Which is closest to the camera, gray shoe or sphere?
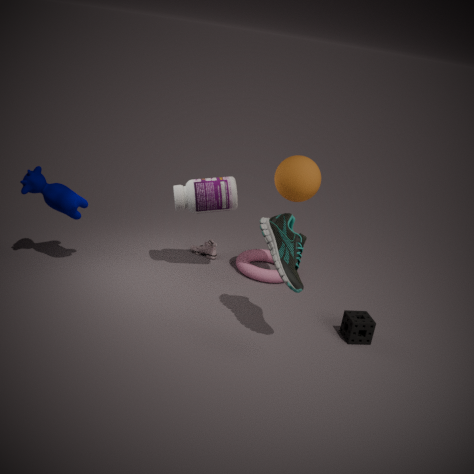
sphere
